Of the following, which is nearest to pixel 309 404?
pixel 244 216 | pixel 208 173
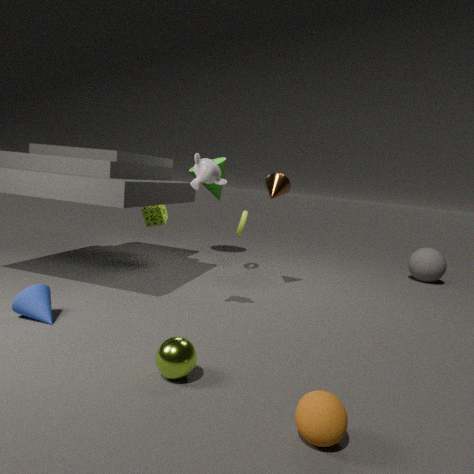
pixel 208 173
